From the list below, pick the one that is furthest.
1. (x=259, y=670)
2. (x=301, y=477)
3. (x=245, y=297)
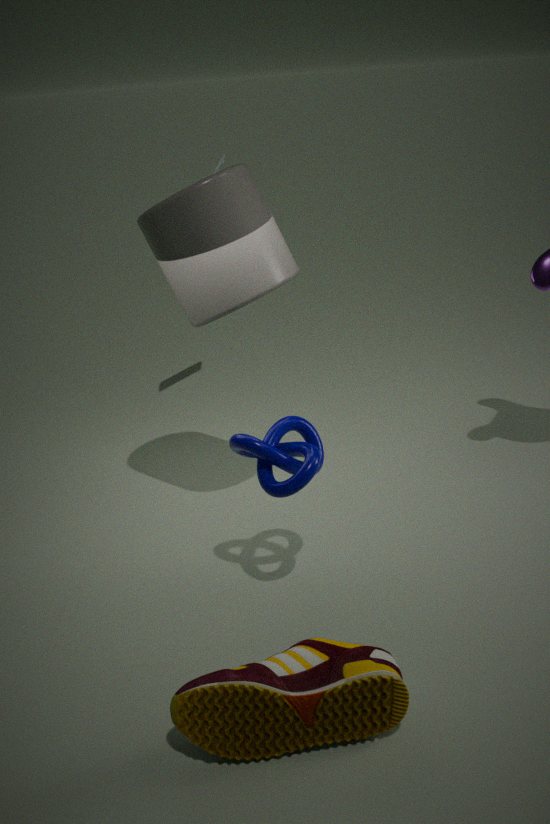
(x=245, y=297)
